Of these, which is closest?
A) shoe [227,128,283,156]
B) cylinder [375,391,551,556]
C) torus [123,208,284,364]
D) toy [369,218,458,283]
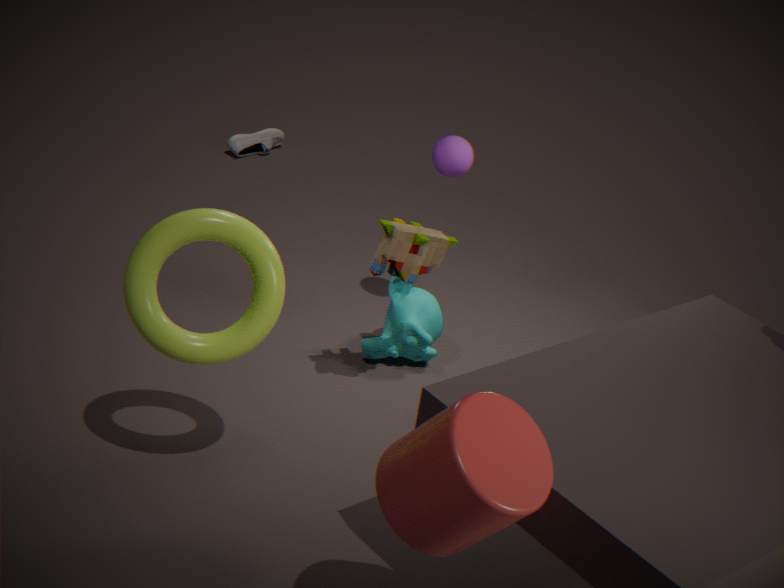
cylinder [375,391,551,556]
